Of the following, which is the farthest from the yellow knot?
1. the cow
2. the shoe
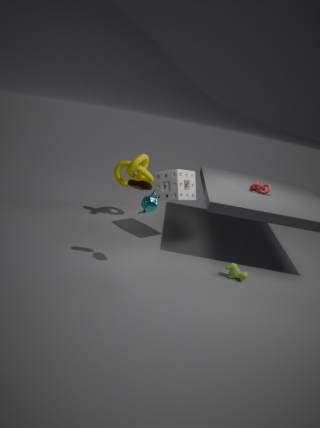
the cow
